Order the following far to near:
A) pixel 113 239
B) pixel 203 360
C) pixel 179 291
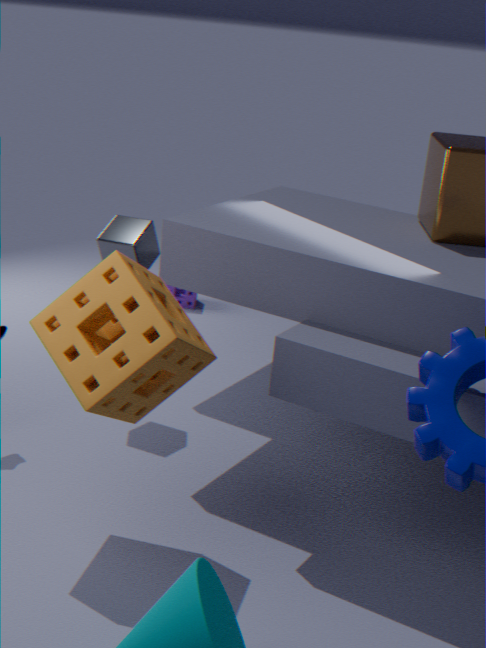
pixel 179 291 < pixel 113 239 < pixel 203 360
